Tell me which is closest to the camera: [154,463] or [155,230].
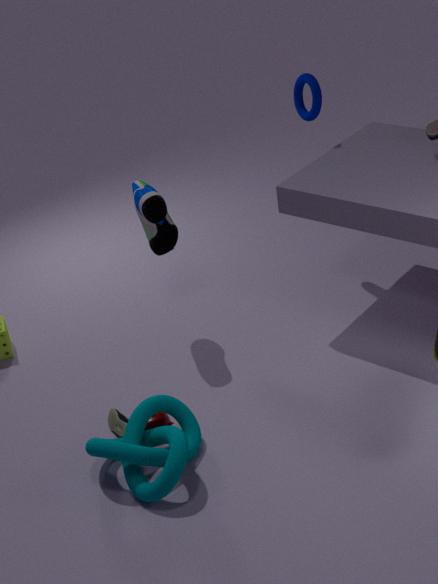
[154,463]
